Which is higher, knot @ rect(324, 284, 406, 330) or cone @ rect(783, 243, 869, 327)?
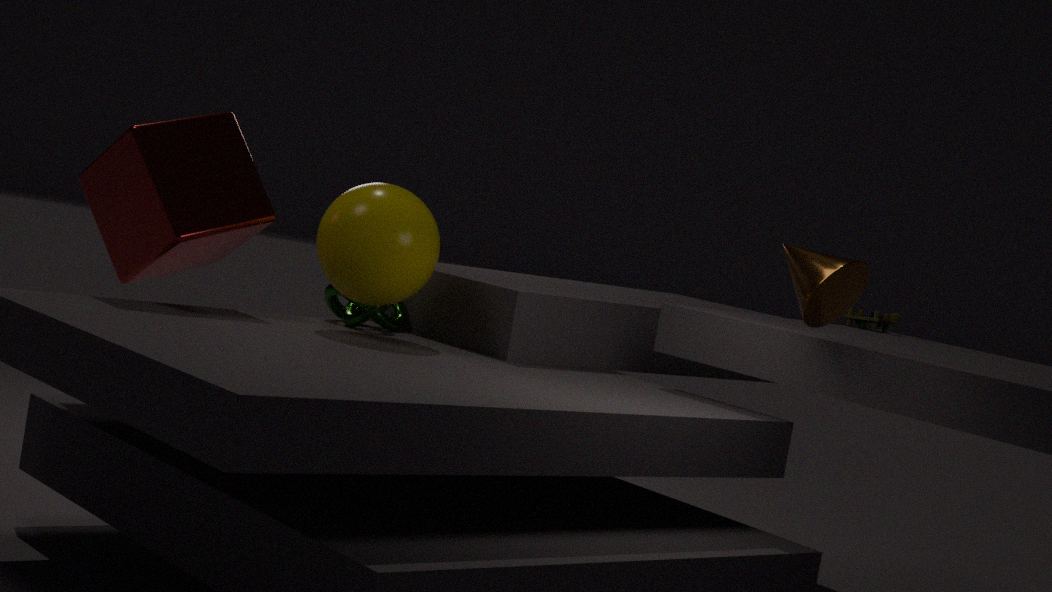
cone @ rect(783, 243, 869, 327)
